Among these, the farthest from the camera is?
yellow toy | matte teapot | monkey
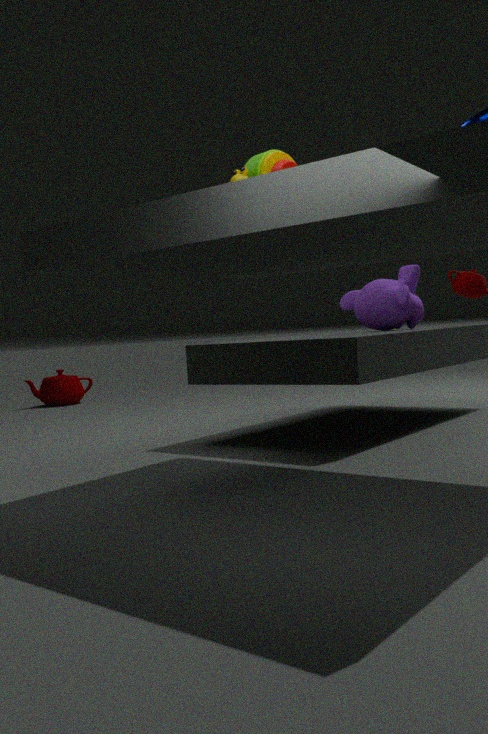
matte teapot
